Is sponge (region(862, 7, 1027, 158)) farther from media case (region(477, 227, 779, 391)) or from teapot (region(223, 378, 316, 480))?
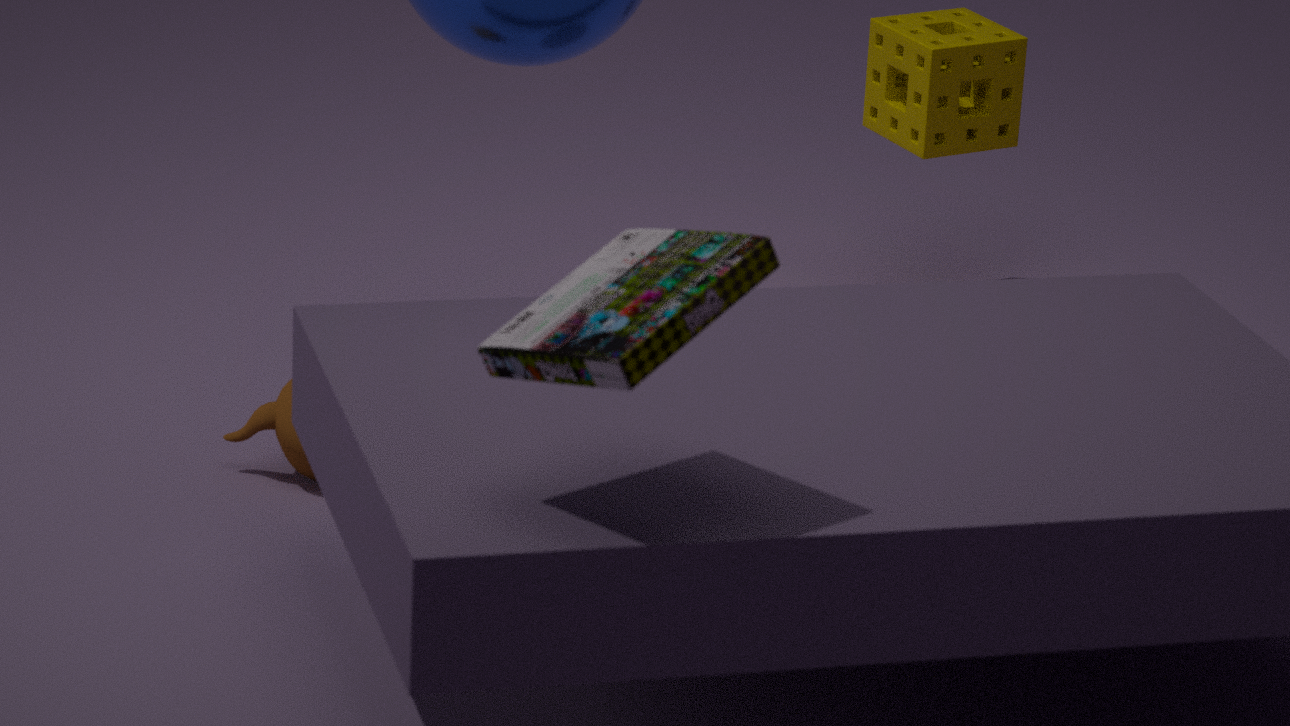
media case (region(477, 227, 779, 391))
